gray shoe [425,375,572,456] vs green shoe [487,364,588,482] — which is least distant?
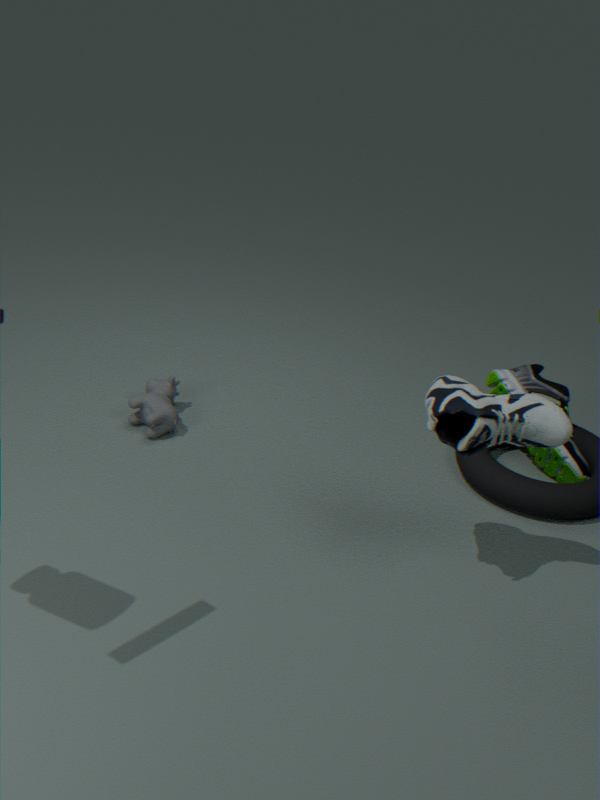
gray shoe [425,375,572,456]
